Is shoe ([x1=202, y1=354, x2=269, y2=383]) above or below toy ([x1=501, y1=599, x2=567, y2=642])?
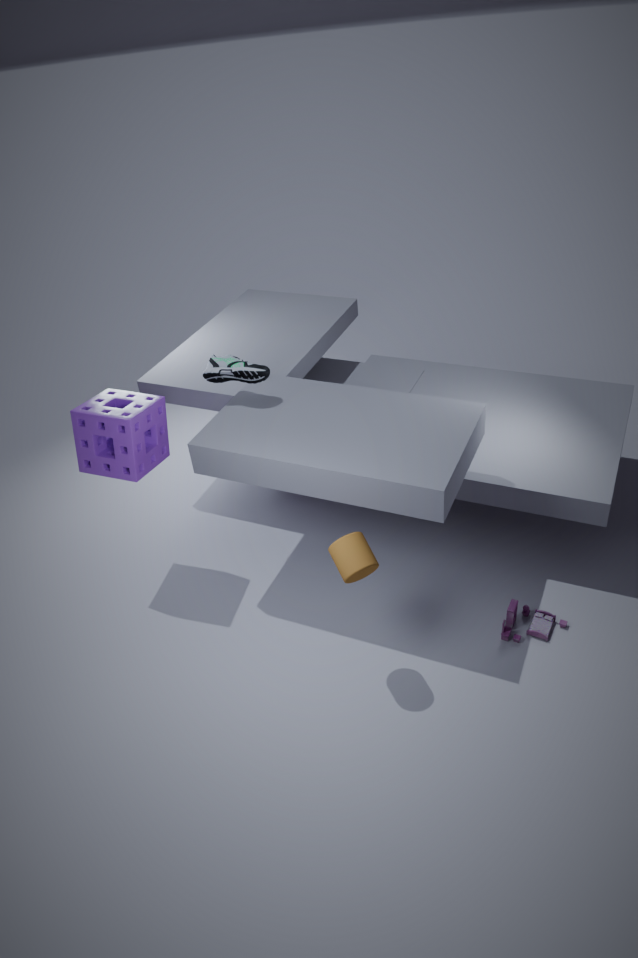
above
